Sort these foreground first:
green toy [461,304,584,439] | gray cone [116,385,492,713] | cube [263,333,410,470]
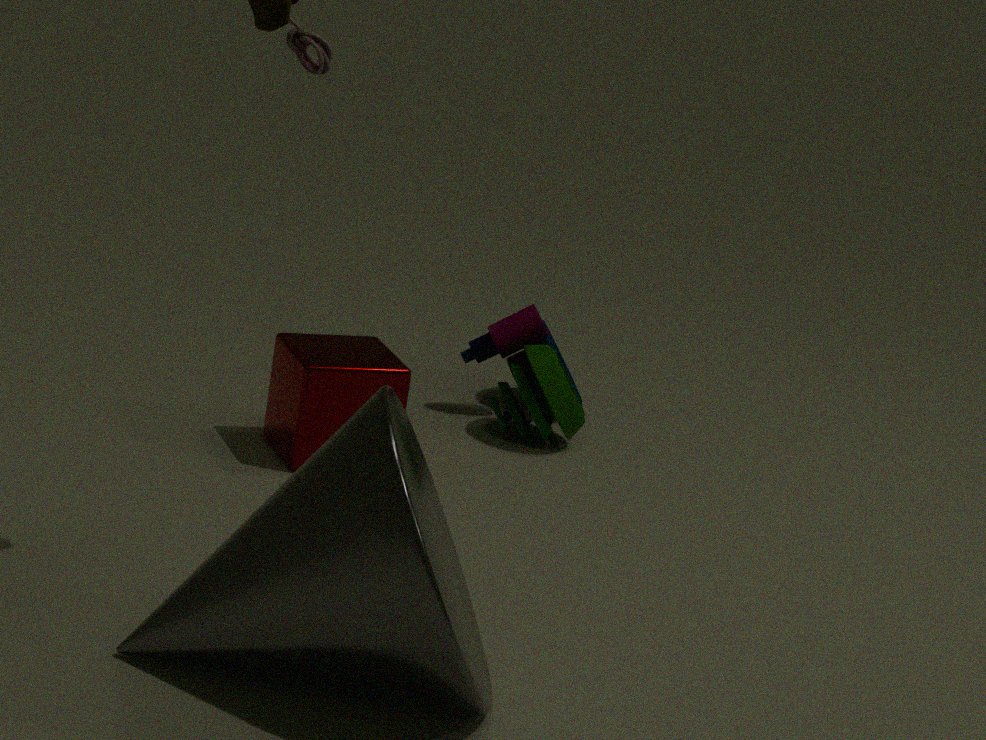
gray cone [116,385,492,713] < cube [263,333,410,470] < green toy [461,304,584,439]
